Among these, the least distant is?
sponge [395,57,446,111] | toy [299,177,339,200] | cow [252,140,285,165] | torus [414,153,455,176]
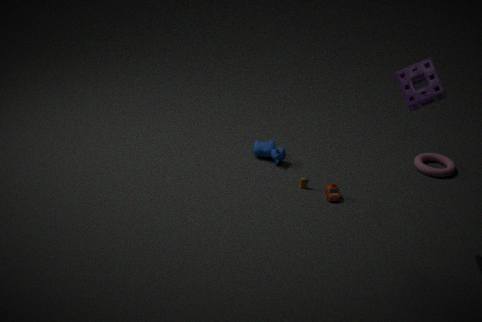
sponge [395,57,446,111]
